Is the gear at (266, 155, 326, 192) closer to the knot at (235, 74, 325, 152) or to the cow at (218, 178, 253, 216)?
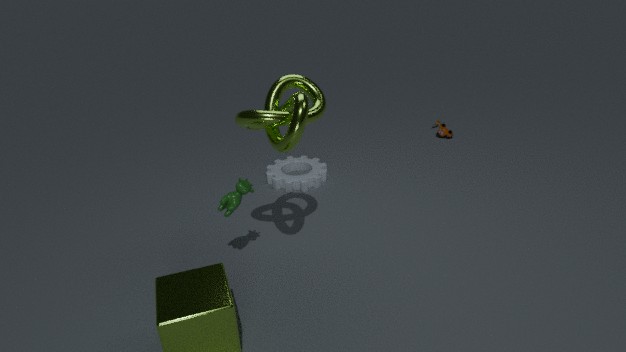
the cow at (218, 178, 253, 216)
